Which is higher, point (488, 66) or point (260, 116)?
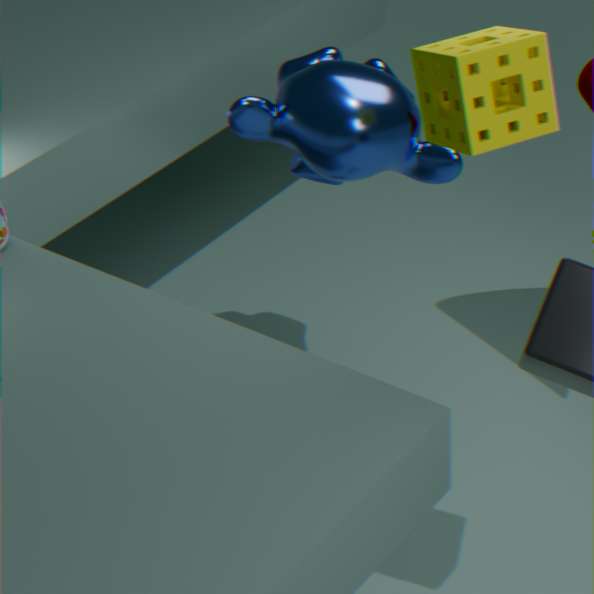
point (488, 66)
